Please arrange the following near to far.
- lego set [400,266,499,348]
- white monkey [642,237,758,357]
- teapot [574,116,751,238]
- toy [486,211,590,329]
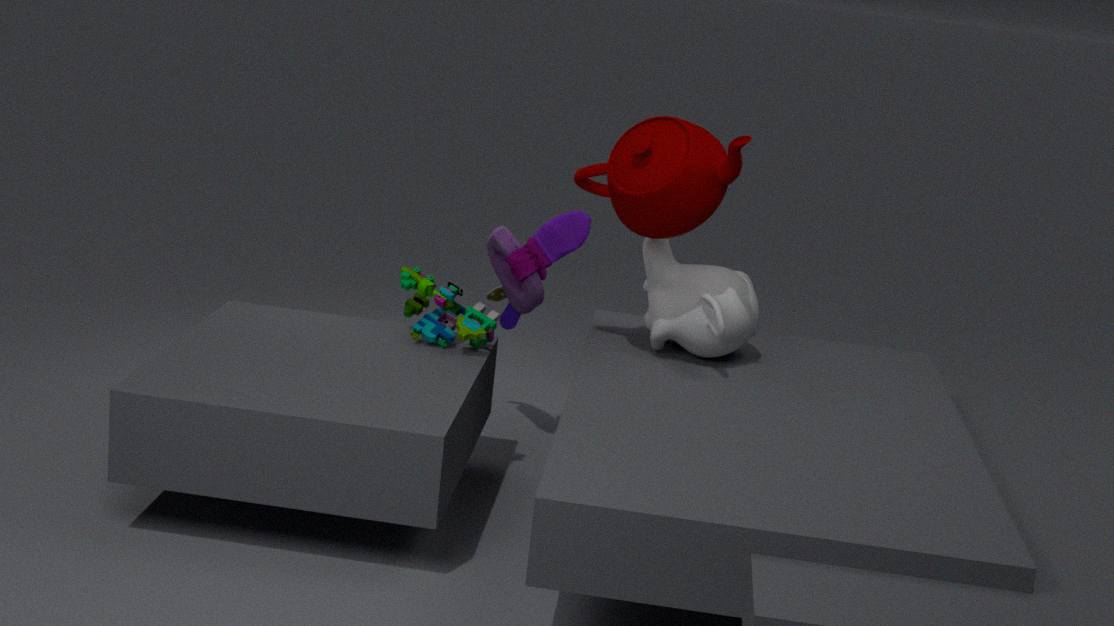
1. teapot [574,116,751,238]
2. white monkey [642,237,758,357]
3. lego set [400,266,499,348]
4. toy [486,211,590,329]
